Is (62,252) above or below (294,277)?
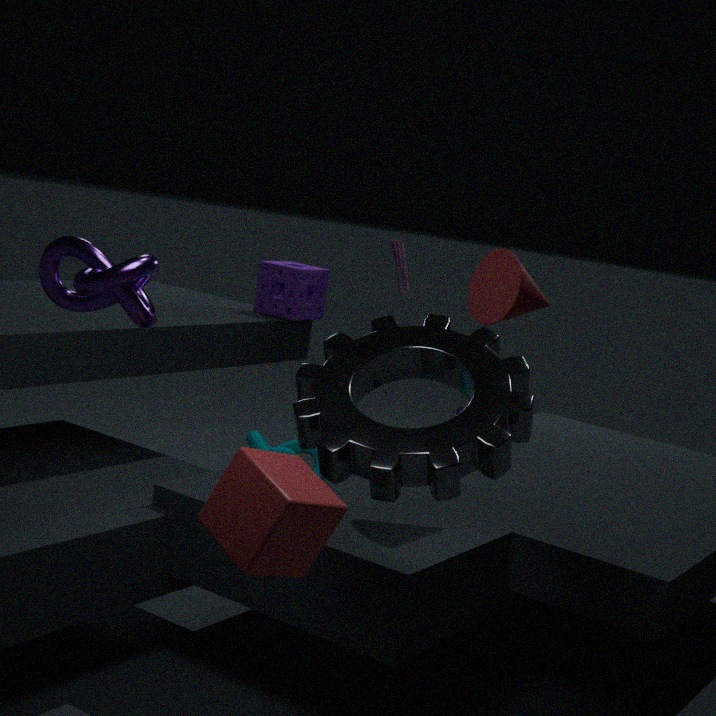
above
